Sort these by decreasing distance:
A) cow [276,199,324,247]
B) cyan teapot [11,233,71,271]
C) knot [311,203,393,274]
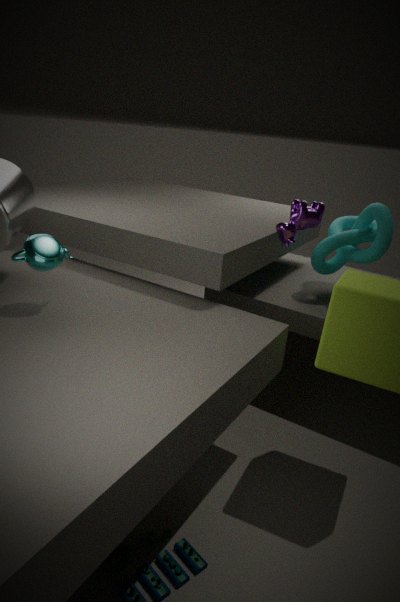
knot [311,203,393,274], cow [276,199,324,247], cyan teapot [11,233,71,271]
